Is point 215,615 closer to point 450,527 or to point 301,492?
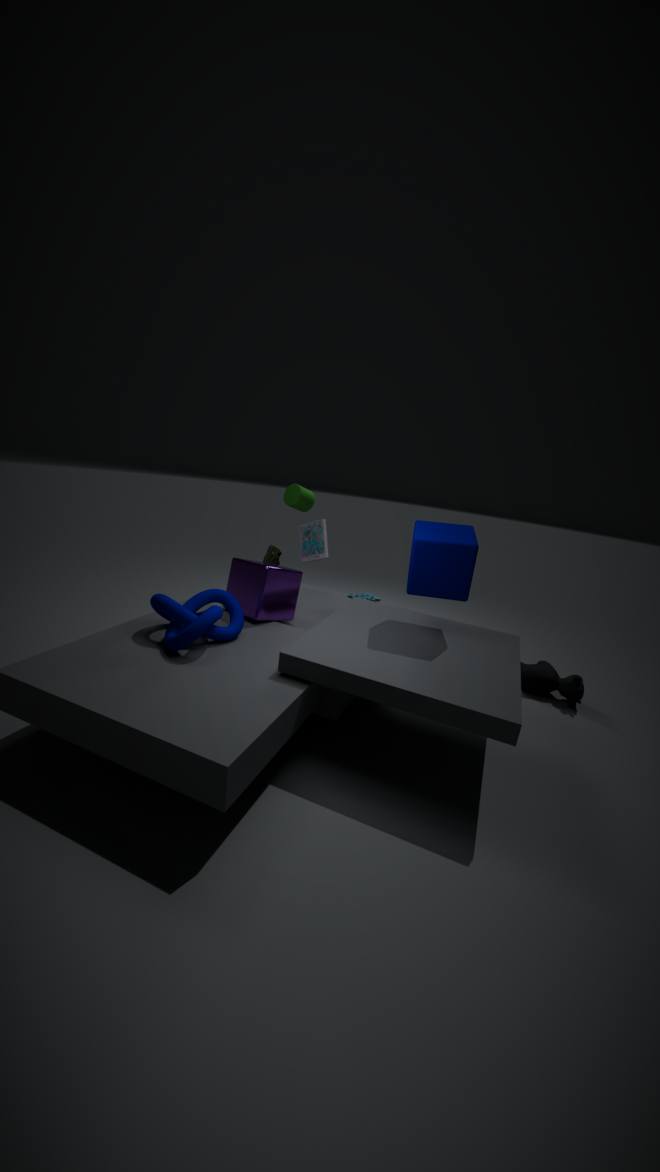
point 301,492
